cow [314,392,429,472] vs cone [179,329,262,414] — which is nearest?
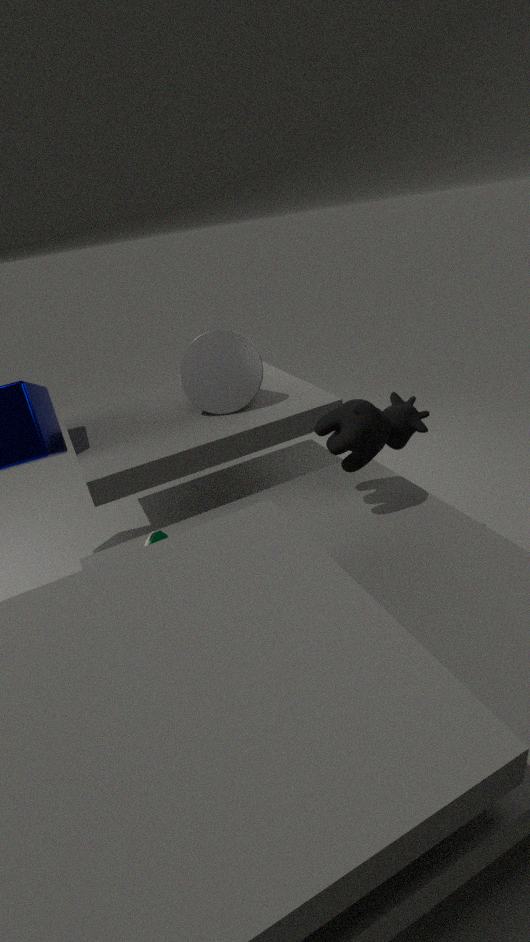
cow [314,392,429,472]
